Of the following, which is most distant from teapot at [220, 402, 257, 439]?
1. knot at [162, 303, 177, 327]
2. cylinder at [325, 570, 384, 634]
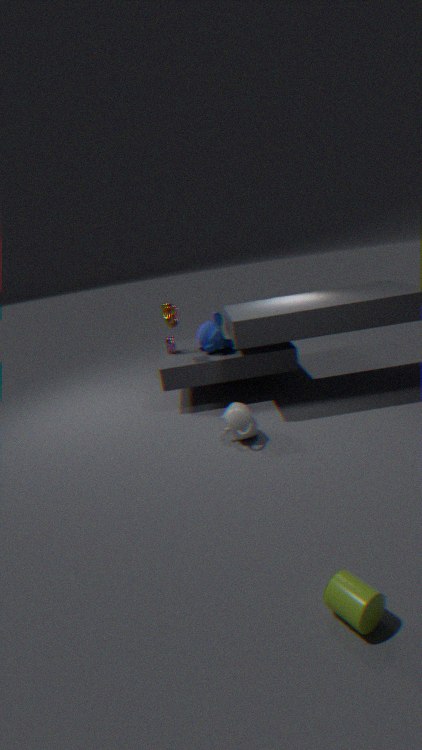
cylinder at [325, 570, 384, 634]
